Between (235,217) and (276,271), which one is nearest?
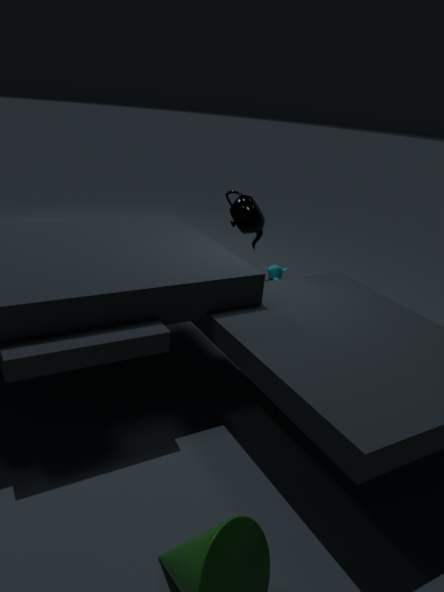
(235,217)
